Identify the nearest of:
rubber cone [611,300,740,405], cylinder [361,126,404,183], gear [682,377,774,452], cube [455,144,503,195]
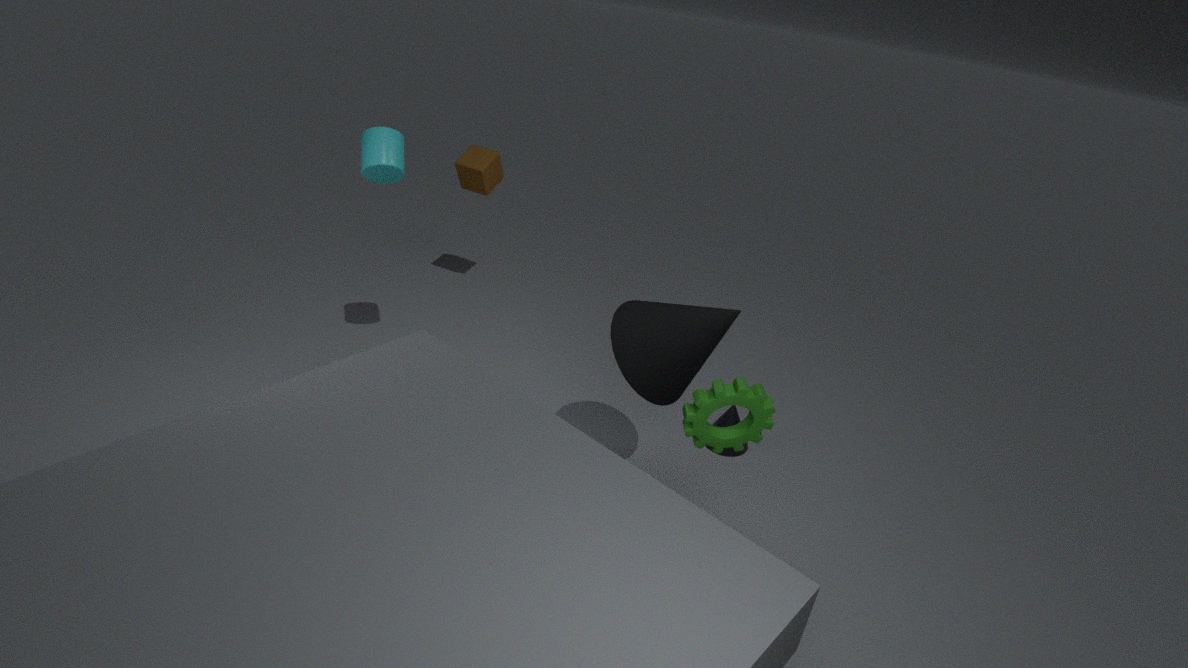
gear [682,377,774,452]
